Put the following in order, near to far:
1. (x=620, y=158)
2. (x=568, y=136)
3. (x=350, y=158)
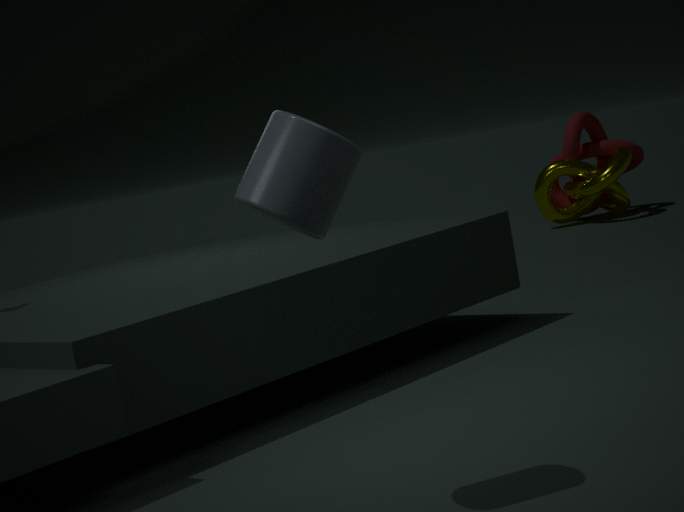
1. (x=350, y=158)
2. (x=620, y=158)
3. (x=568, y=136)
